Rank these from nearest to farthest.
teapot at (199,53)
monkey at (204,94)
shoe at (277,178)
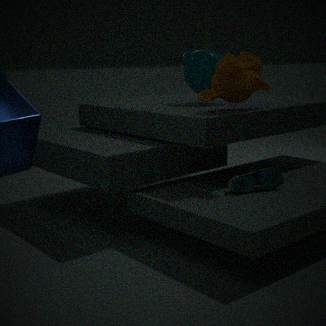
1. shoe at (277,178)
2. monkey at (204,94)
3. teapot at (199,53)
